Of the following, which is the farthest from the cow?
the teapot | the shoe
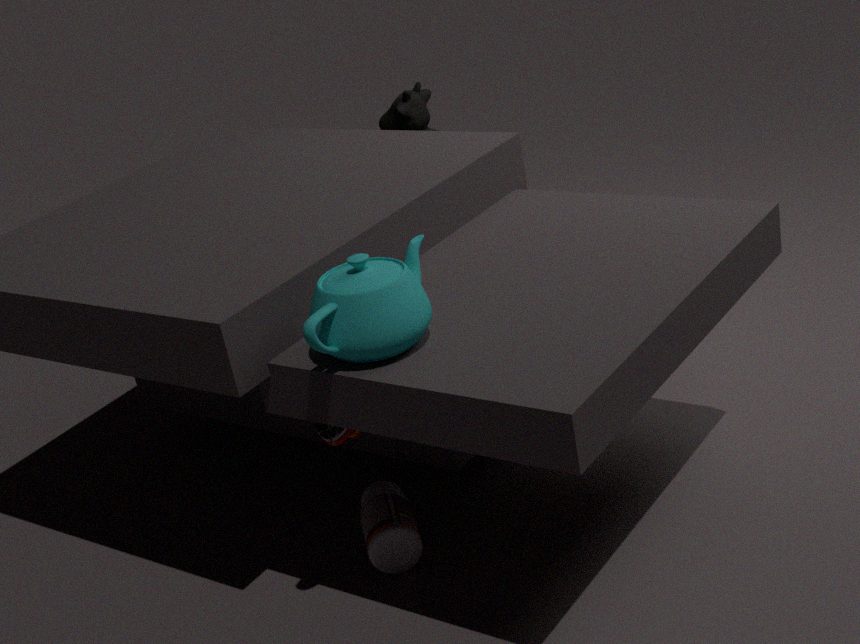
the teapot
